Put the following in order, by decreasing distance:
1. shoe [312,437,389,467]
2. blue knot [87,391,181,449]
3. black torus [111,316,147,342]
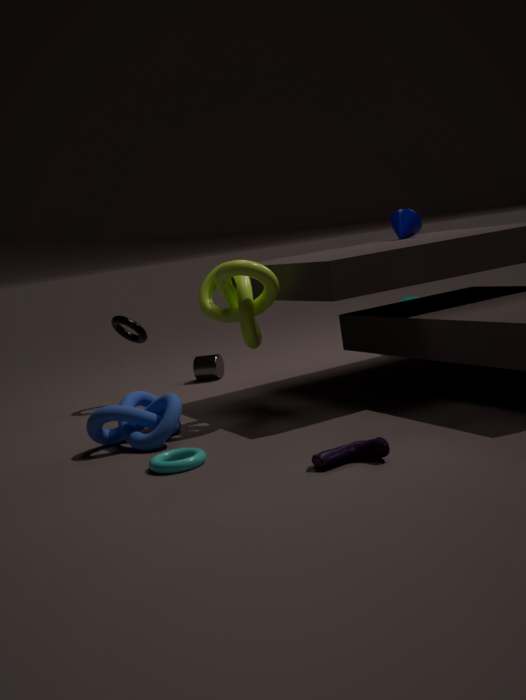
black torus [111,316,147,342] < blue knot [87,391,181,449] < shoe [312,437,389,467]
